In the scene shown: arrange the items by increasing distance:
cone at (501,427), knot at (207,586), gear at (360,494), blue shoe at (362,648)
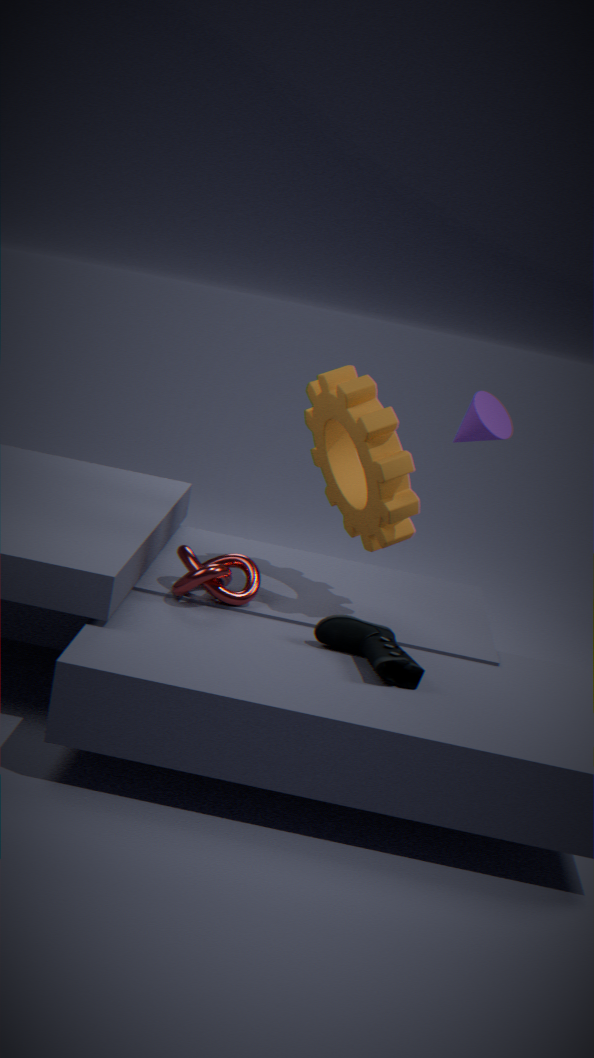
blue shoe at (362,648), gear at (360,494), knot at (207,586), cone at (501,427)
